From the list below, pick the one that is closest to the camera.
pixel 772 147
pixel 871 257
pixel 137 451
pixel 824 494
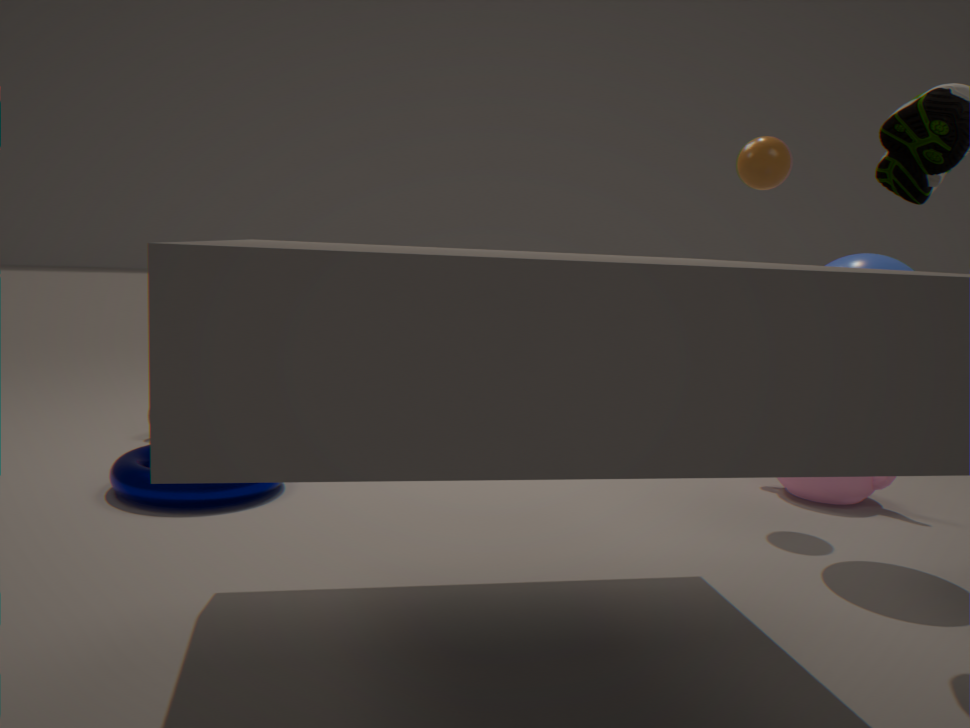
pixel 871 257
